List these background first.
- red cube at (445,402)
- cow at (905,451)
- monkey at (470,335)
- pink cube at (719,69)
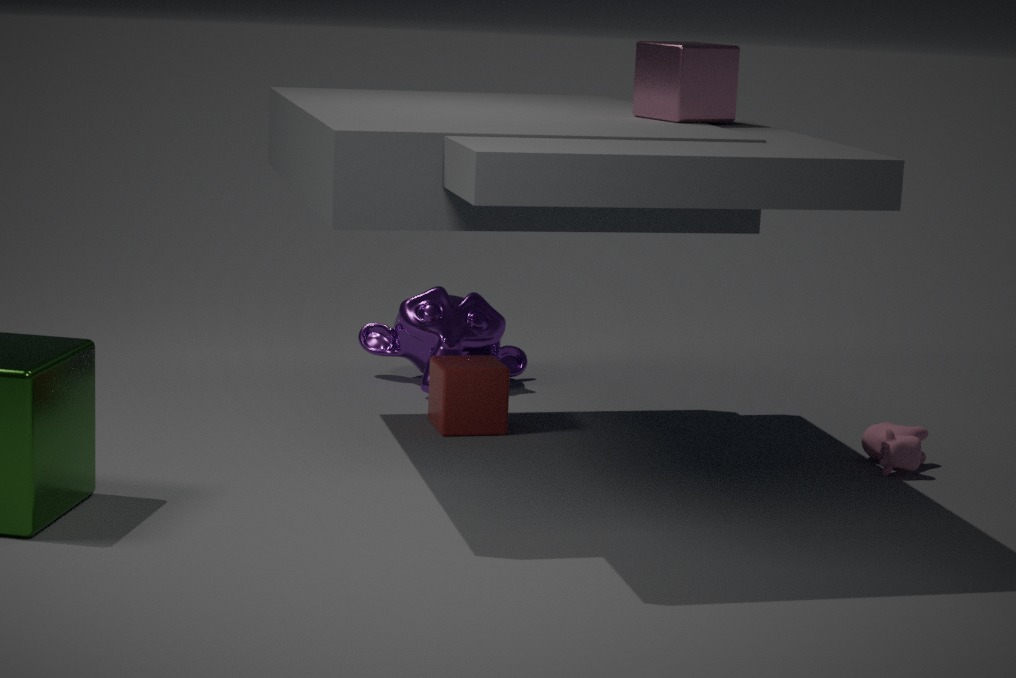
monkey at (470,335) < red cube at (445,402) < cow at (905,451) < pink cube at (719,69)
